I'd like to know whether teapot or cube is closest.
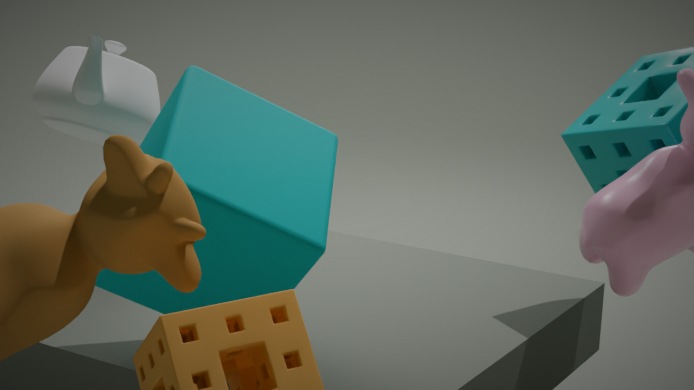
cube
